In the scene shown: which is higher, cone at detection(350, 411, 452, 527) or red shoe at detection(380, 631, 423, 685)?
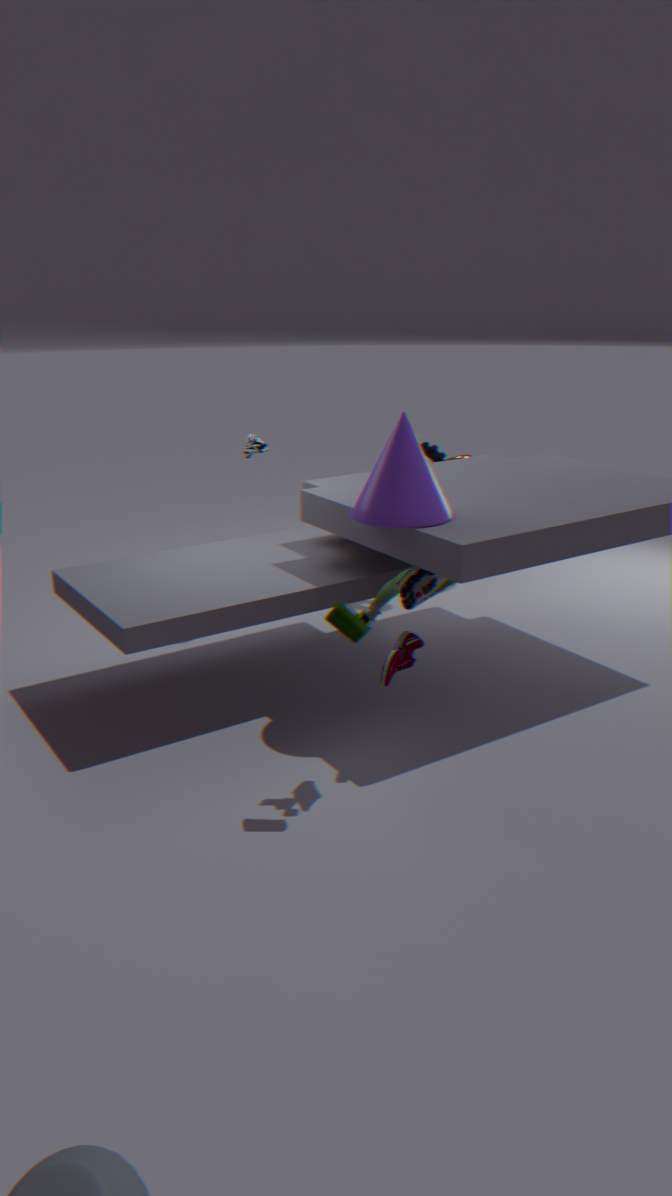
cone at detection(350, 411, 452, 527)
